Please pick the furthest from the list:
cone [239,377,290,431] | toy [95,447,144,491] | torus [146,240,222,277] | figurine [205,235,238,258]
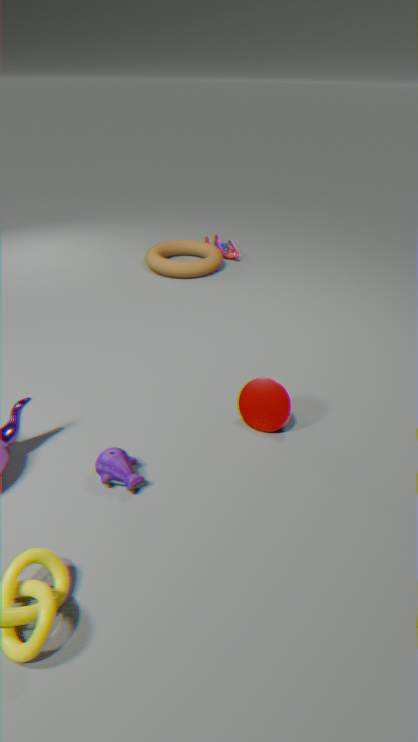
figurine [205,235,238,258]
